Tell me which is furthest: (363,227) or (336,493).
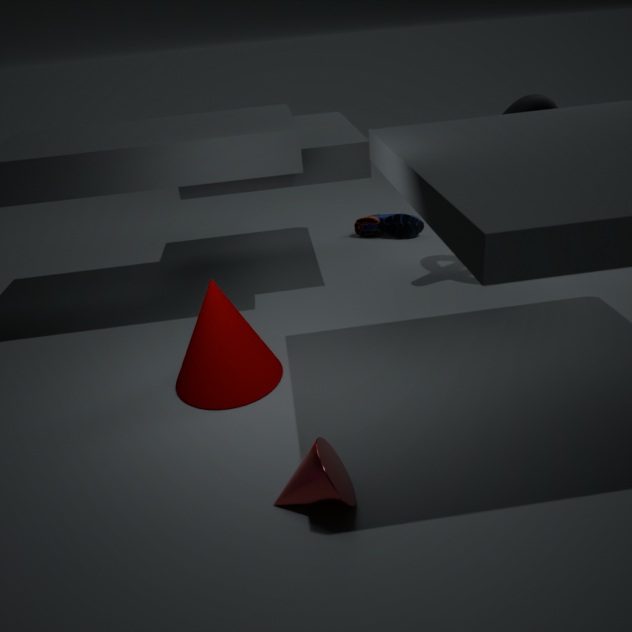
(363,227)
